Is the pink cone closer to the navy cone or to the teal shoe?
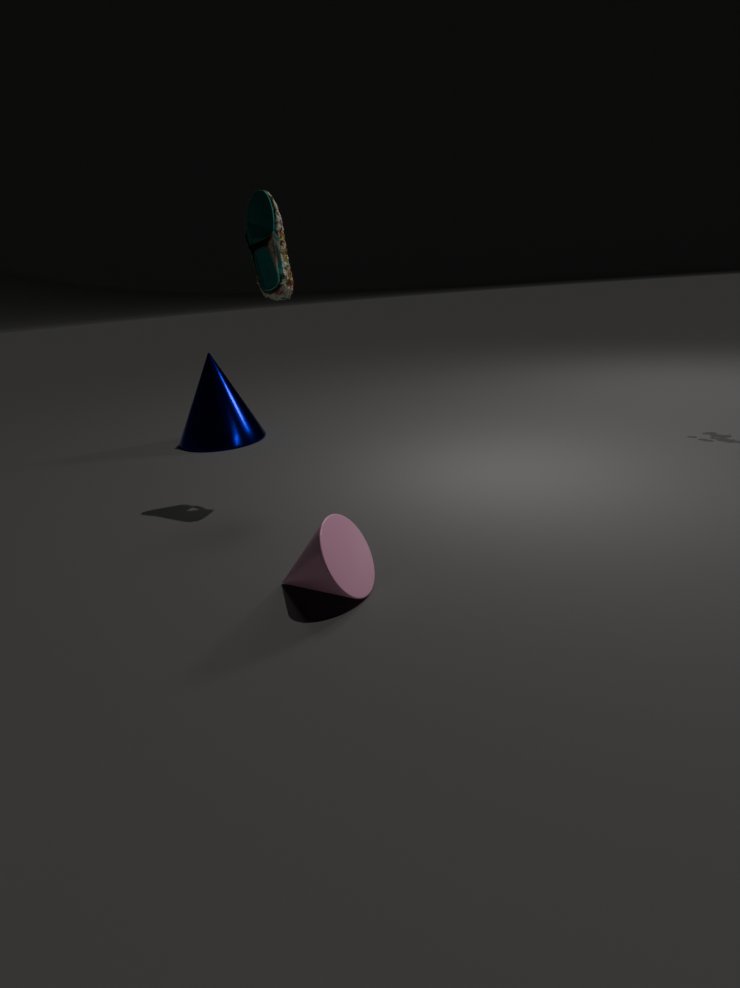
the teal shoe
